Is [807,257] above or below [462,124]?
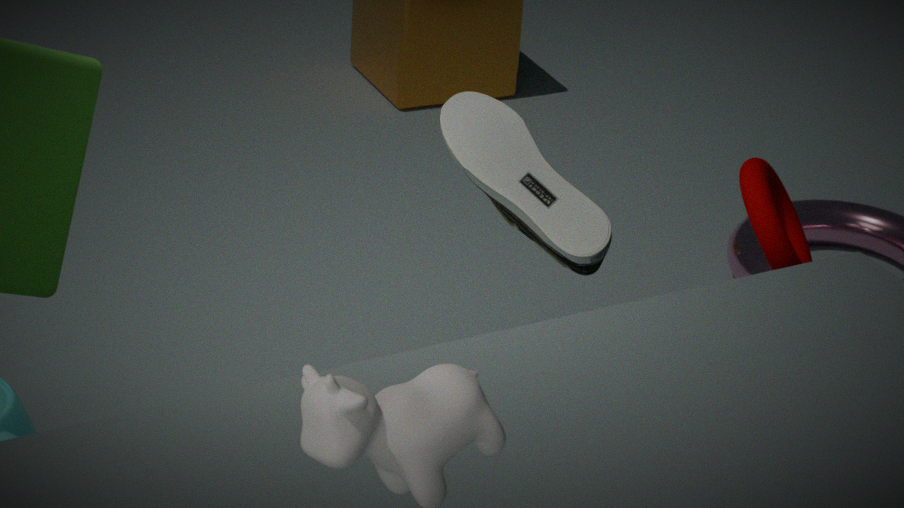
below
